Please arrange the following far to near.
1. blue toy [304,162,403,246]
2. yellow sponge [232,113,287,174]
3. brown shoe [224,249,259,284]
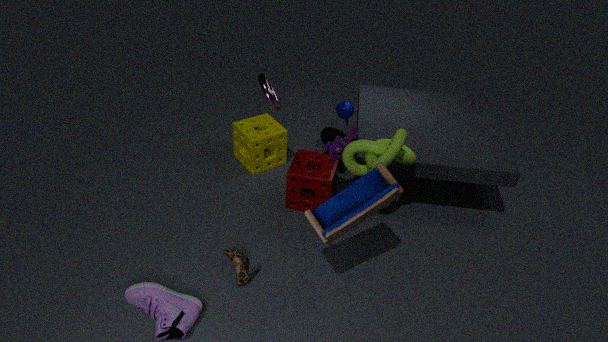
yellow sponge [232,113,287,174], brown shoe [224,249,259,284], blue toy [304,162,403,246]
